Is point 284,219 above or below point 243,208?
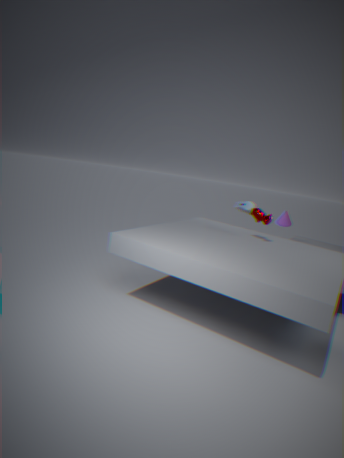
below
